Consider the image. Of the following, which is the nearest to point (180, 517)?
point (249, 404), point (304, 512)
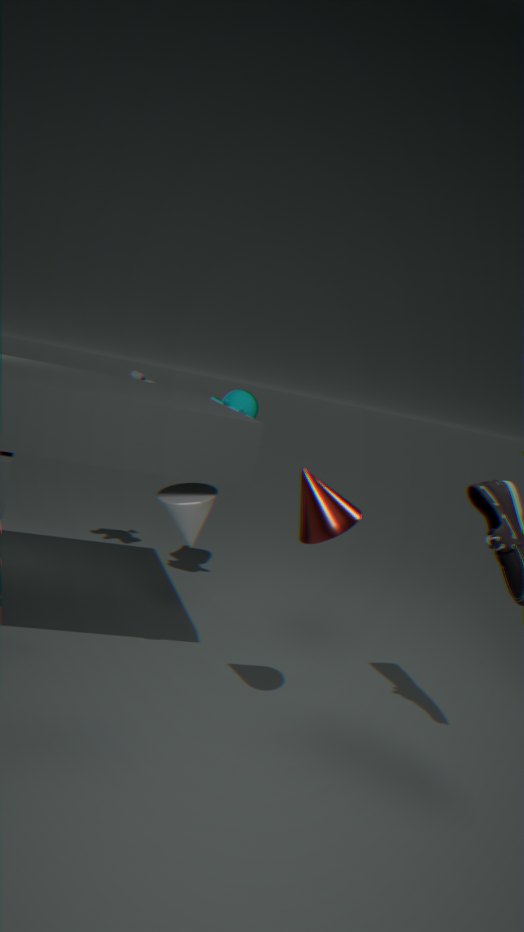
point (304, 512)
